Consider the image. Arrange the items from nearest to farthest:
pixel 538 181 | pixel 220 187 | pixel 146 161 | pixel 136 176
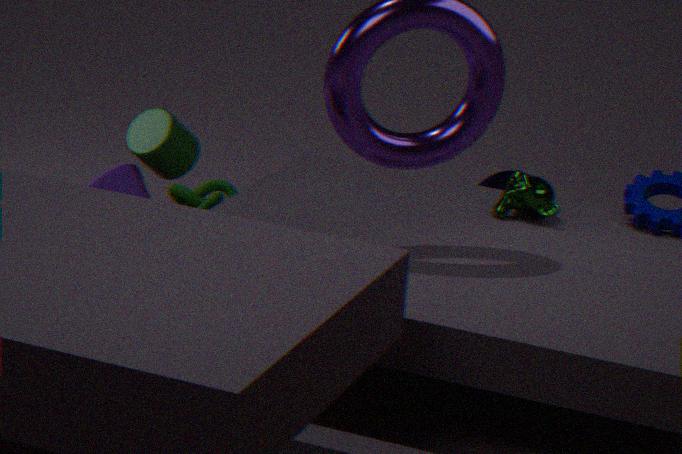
pixel 538 181 < pixel 146 161 < pixel 136 176 < pixel 220 187
